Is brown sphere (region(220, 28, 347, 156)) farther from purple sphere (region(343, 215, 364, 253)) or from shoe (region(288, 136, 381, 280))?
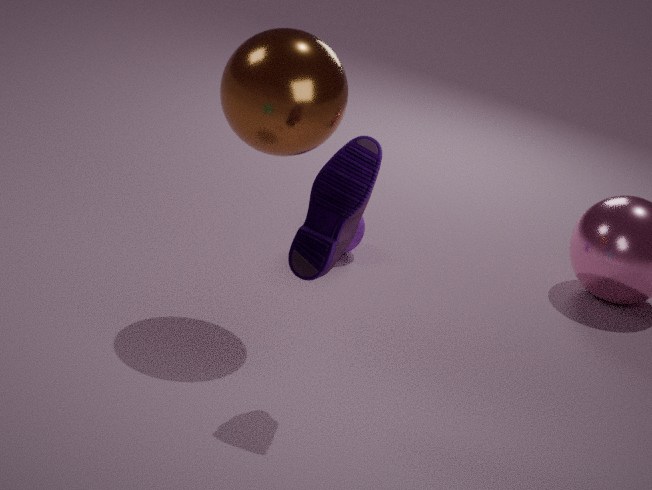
purple sphere (region(343, 215, 364, 253))
